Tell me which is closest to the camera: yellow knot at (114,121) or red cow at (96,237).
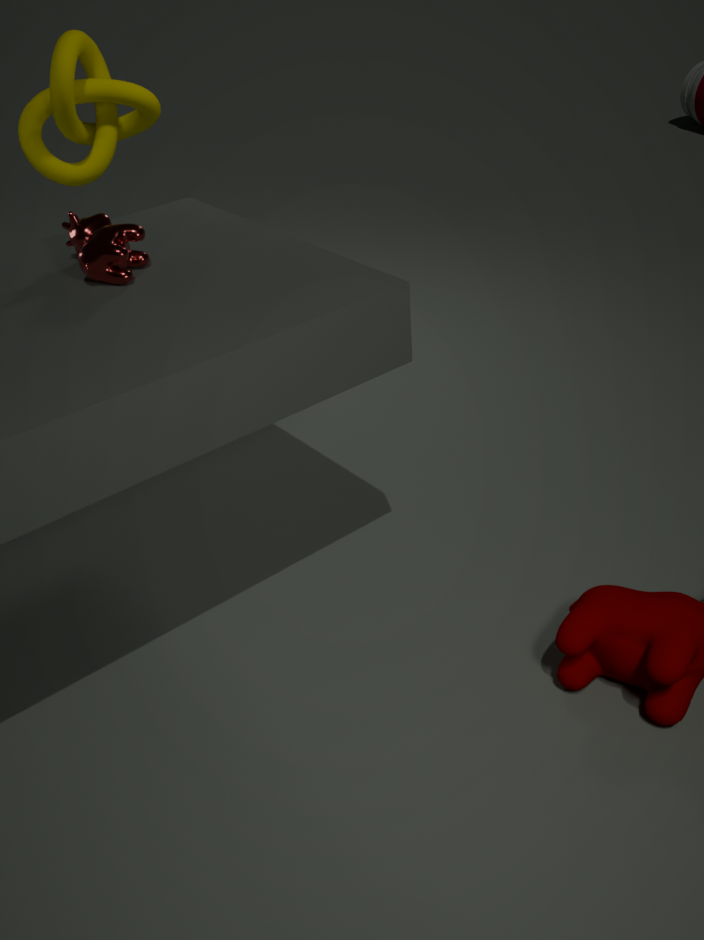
red cow at (96,237)
